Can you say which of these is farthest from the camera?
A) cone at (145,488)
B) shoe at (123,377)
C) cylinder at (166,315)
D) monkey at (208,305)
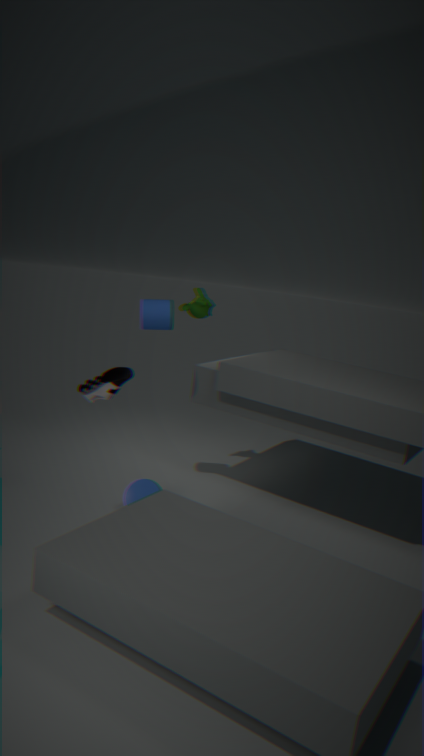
monkey at (208,305)
